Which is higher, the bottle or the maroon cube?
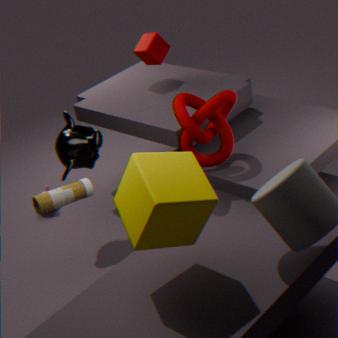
the maroon cube
